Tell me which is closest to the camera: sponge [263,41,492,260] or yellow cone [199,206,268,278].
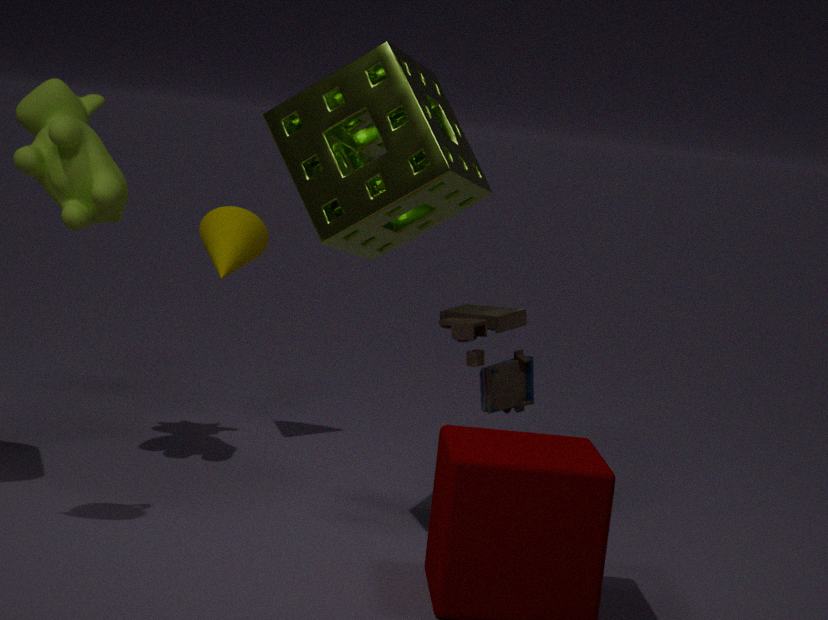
sponge [263,41,492,260]
